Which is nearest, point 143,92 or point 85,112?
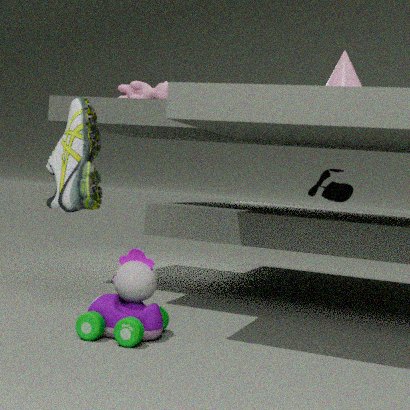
point 85,112
